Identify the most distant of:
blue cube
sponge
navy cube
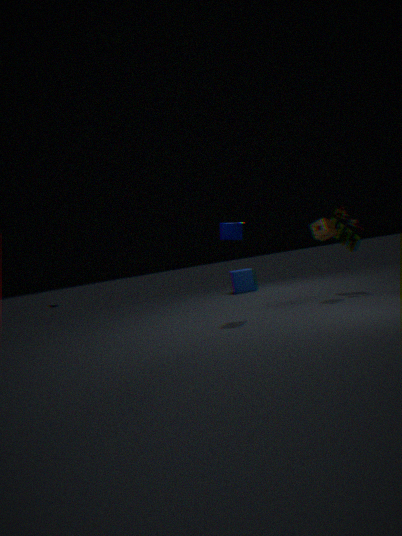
blue cube
